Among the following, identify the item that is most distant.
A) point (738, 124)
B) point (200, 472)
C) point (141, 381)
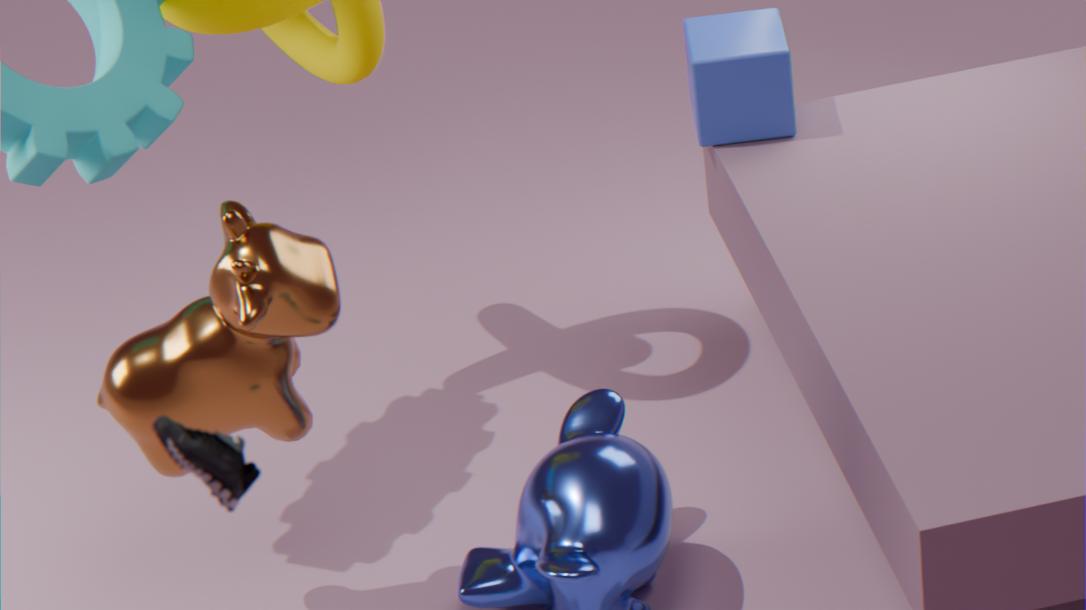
point (738, 124)
